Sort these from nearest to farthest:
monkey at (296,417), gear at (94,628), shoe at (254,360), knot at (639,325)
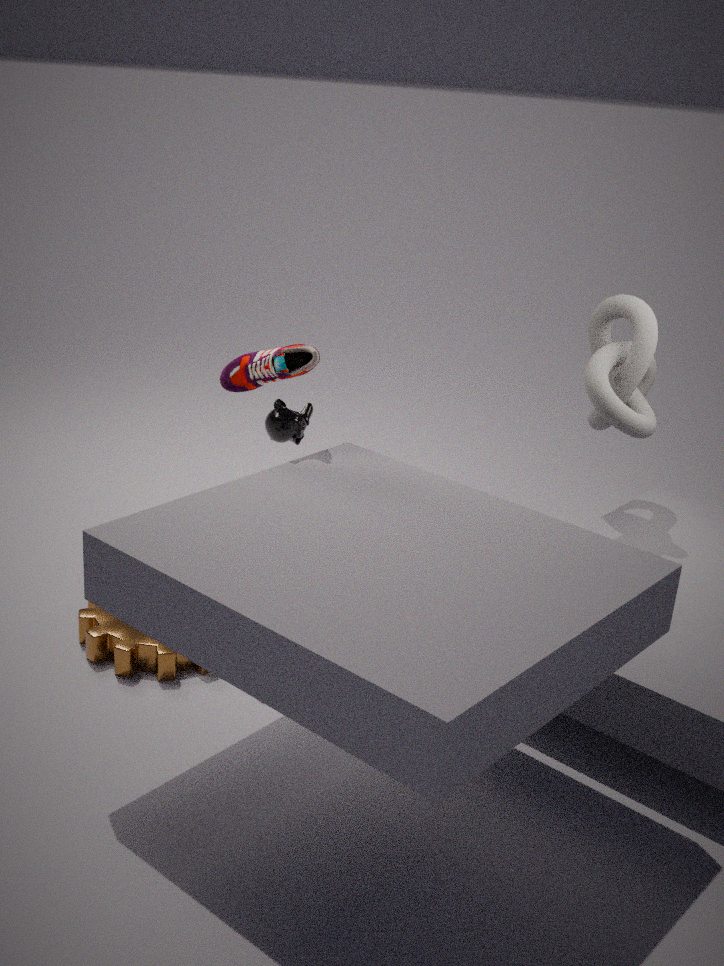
1. shoe at (254,360)
2. gear at (94,628)
3. knot at (639,325)
4. monkey at (296,417)
